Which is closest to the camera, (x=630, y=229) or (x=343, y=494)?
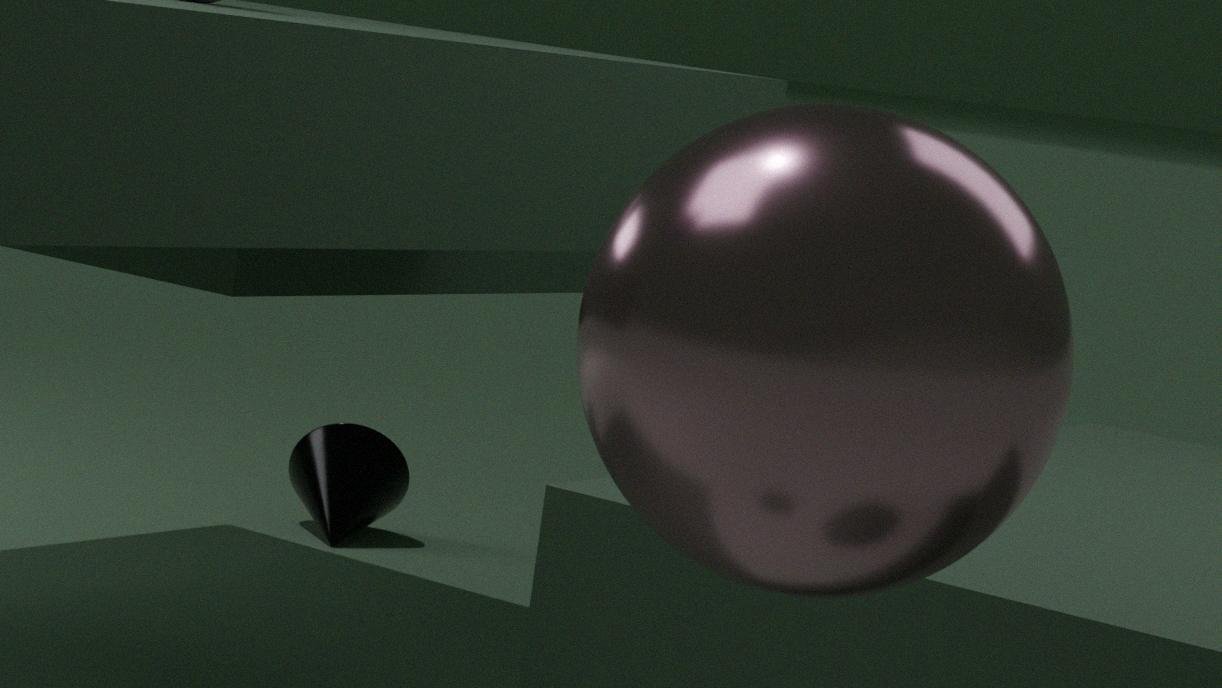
(x=630, y=229)
